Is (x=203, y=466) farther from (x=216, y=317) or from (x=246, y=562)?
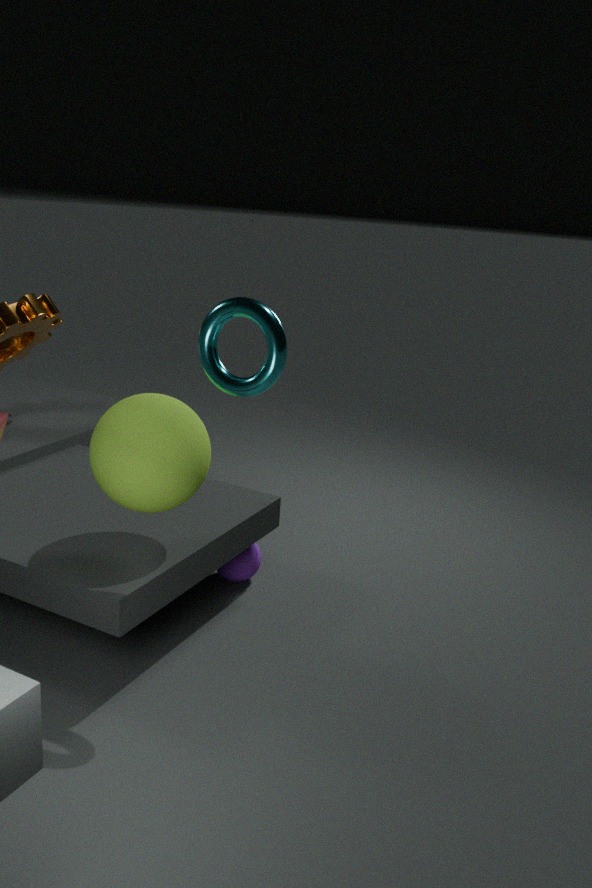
(x=246, y=562)
